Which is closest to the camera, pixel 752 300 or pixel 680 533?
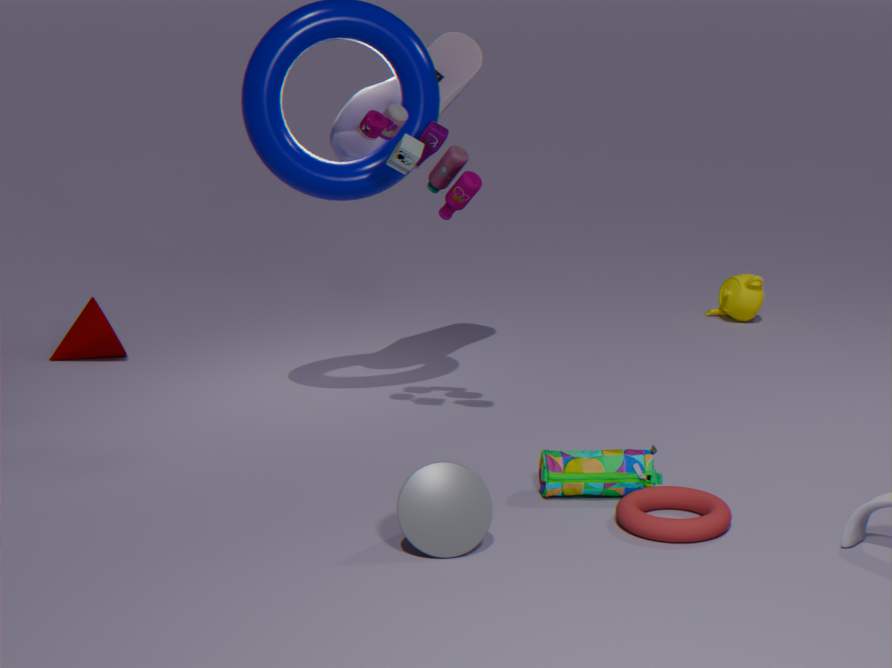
A: pixel 680 533
